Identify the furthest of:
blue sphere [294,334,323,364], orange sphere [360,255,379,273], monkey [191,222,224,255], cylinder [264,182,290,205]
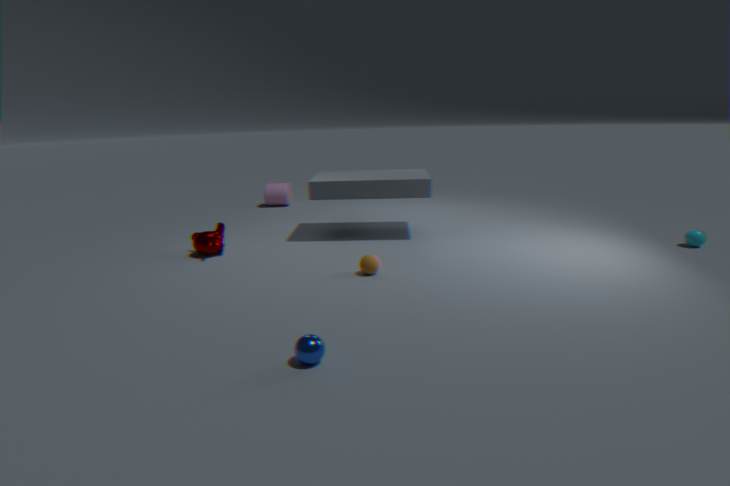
cylinder [264,182,290,205]
